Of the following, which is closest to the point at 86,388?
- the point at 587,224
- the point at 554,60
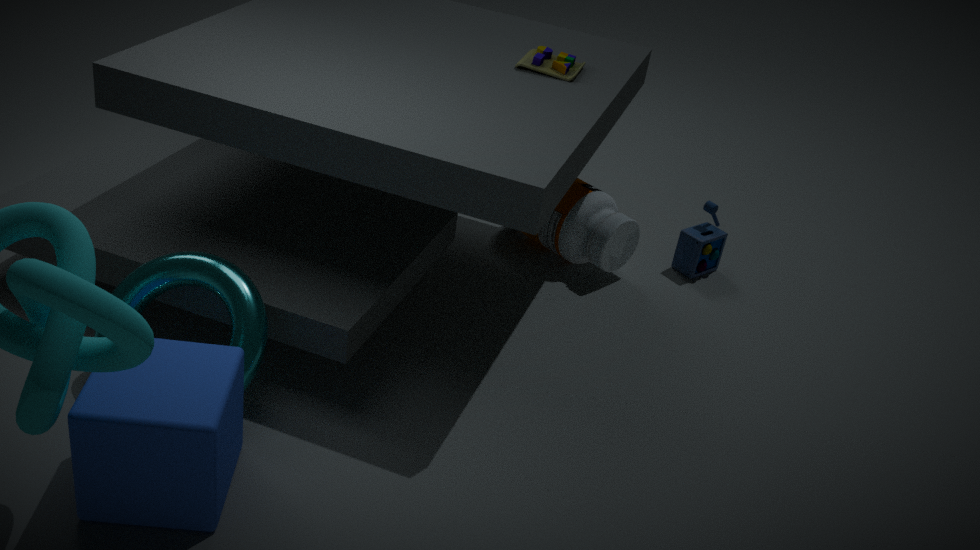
the point at 554,60
